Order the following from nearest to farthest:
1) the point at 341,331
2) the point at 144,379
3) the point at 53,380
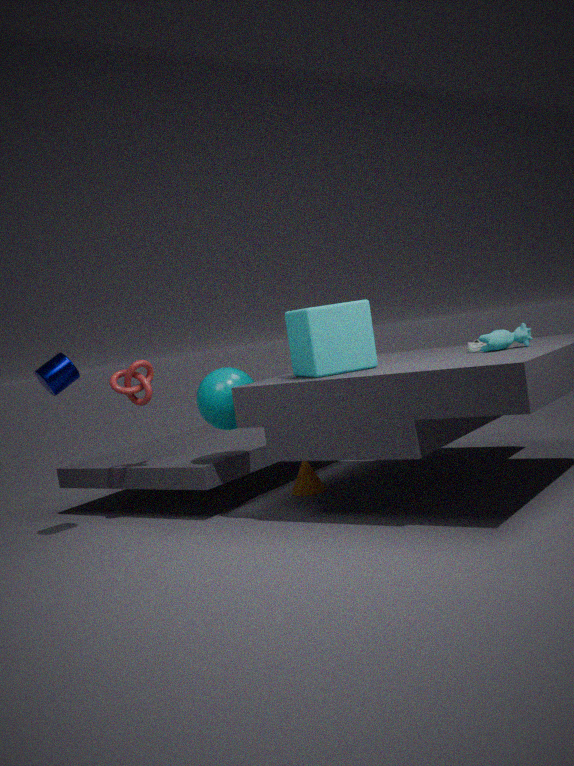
1. 1. the point at 341,331
2. 3. the point at 53,380
3. 2. the point at 144,379
